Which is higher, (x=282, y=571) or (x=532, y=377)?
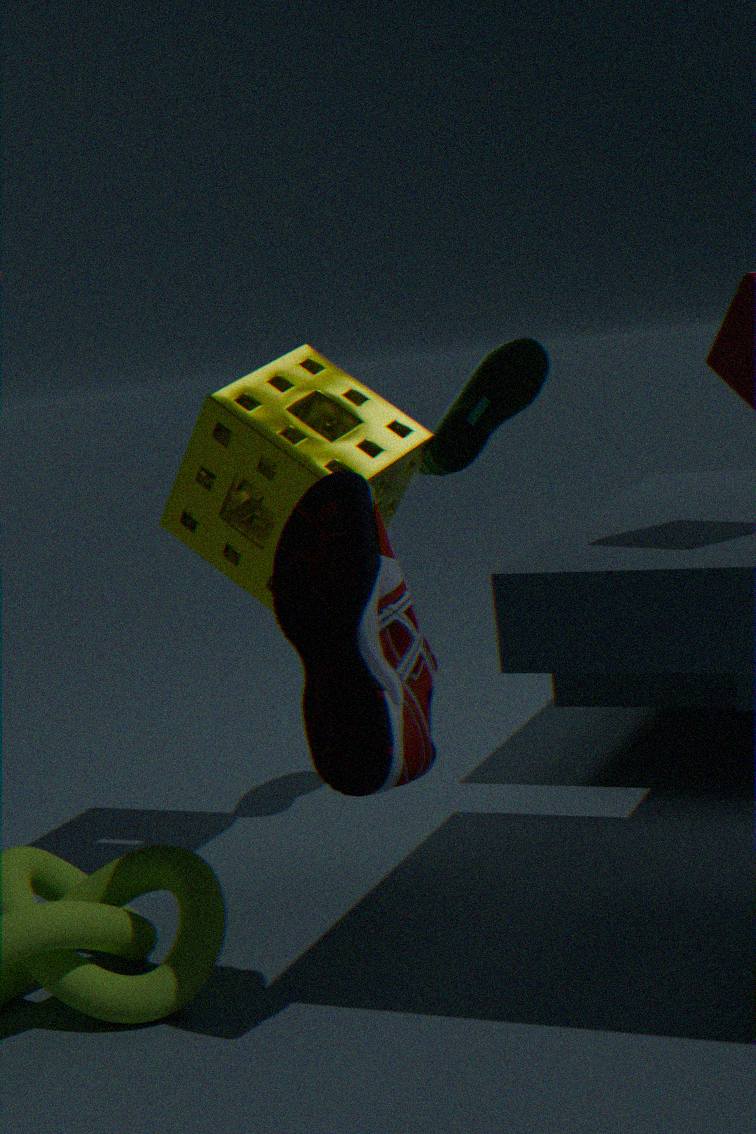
(x=532, y=377)
